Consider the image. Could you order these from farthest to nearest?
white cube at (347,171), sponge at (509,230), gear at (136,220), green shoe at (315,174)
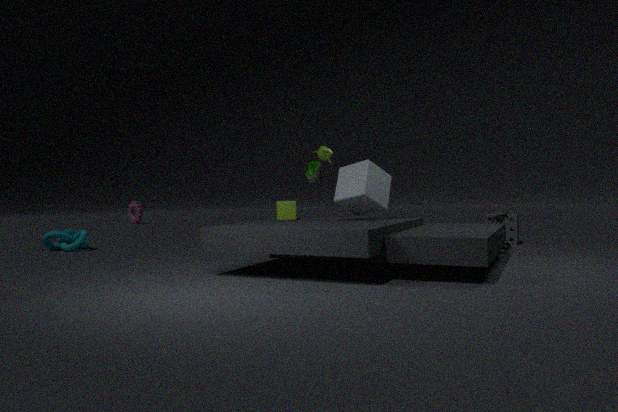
gear at (136,220), sponge at (509,230), green shoe at (315,174), white cube at (347,171)
